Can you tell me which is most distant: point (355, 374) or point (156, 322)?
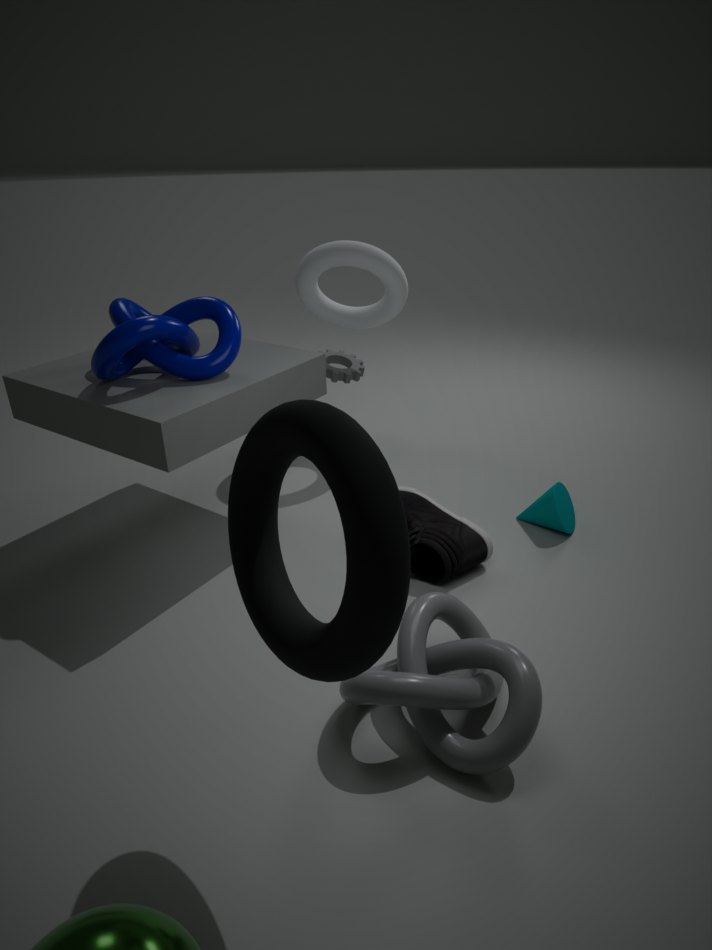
point (355, 374)
